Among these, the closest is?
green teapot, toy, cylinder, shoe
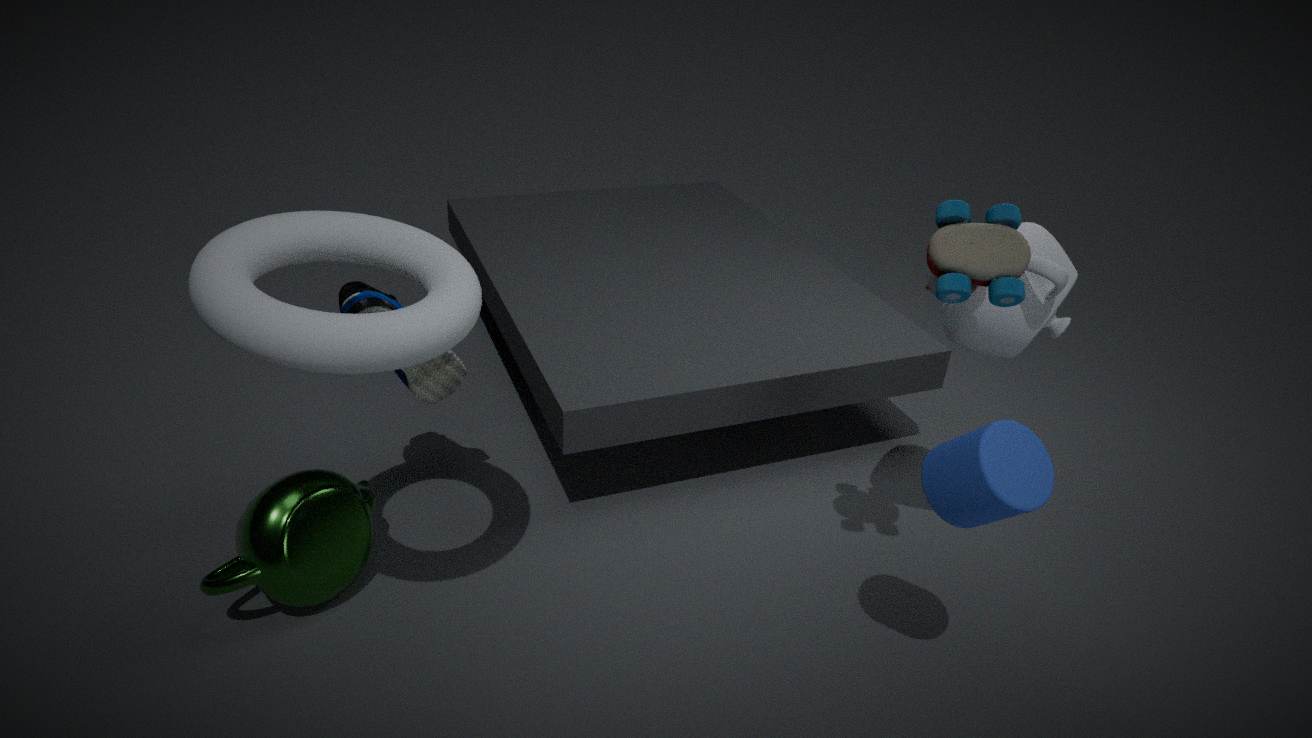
cylinder
